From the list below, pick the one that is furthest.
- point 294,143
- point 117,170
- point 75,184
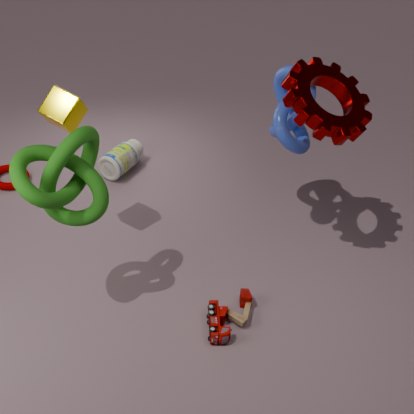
point 117,170
